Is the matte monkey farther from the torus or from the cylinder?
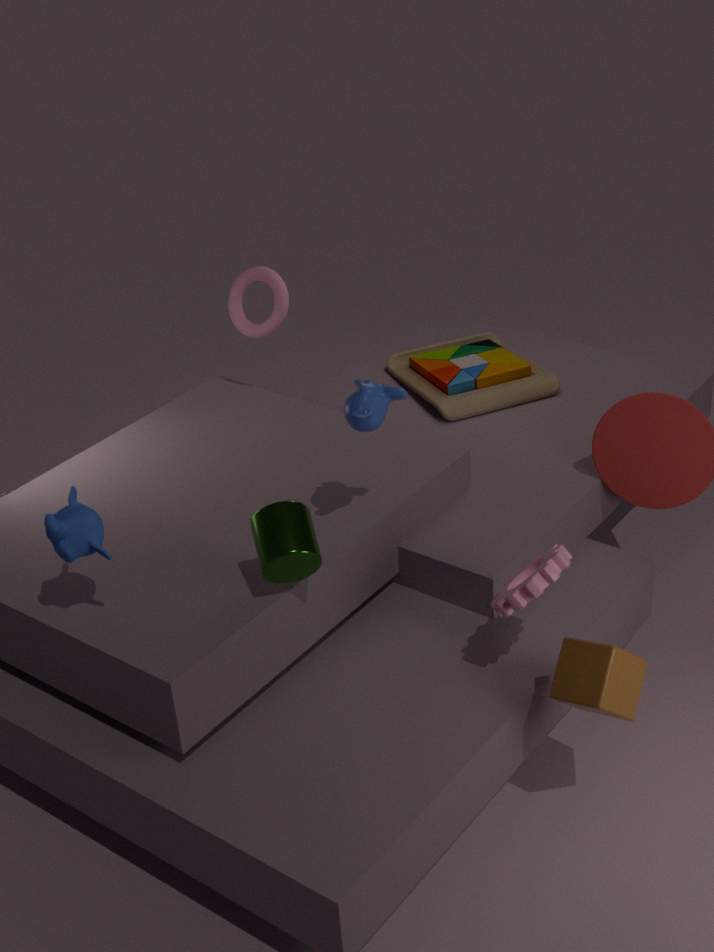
the torus
